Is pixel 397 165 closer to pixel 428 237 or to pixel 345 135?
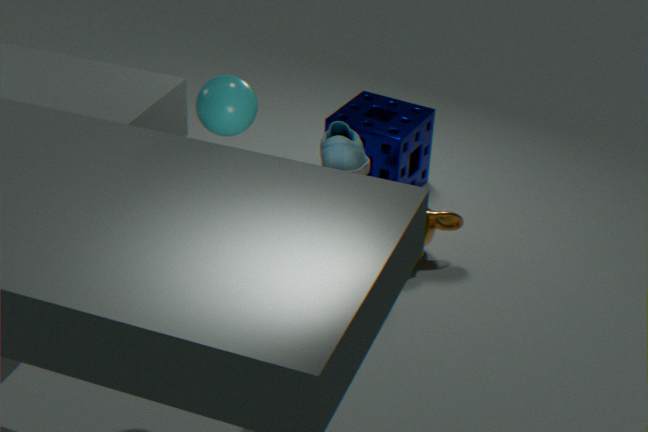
pixel 428 237
